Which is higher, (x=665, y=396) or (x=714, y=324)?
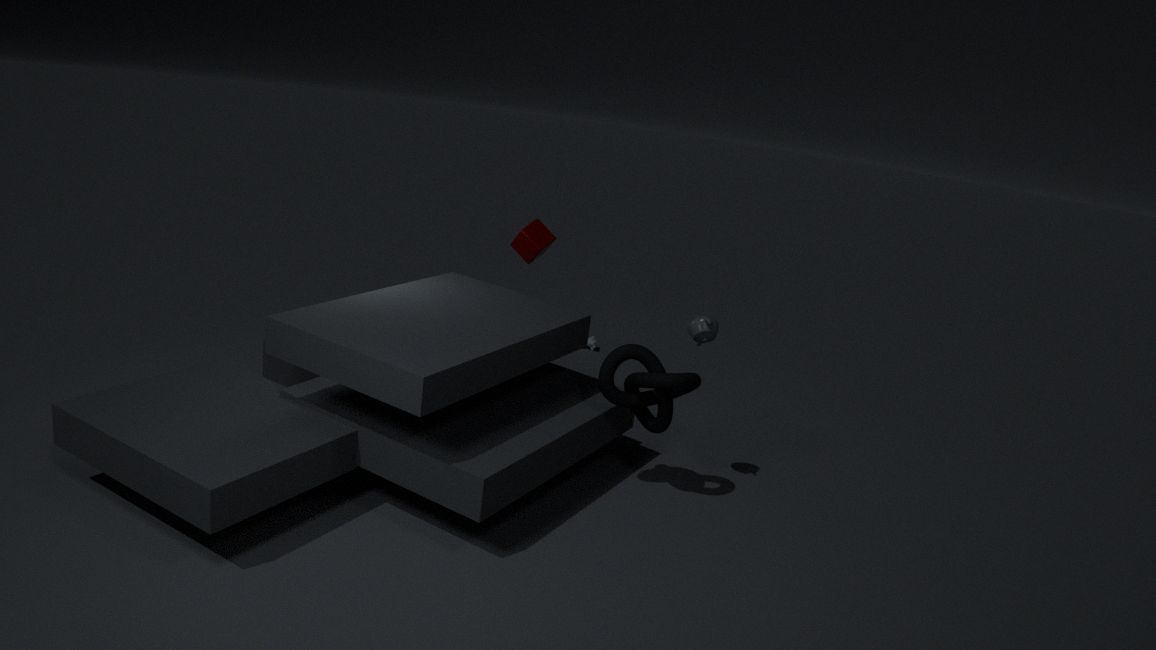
(x=714, y=324)
